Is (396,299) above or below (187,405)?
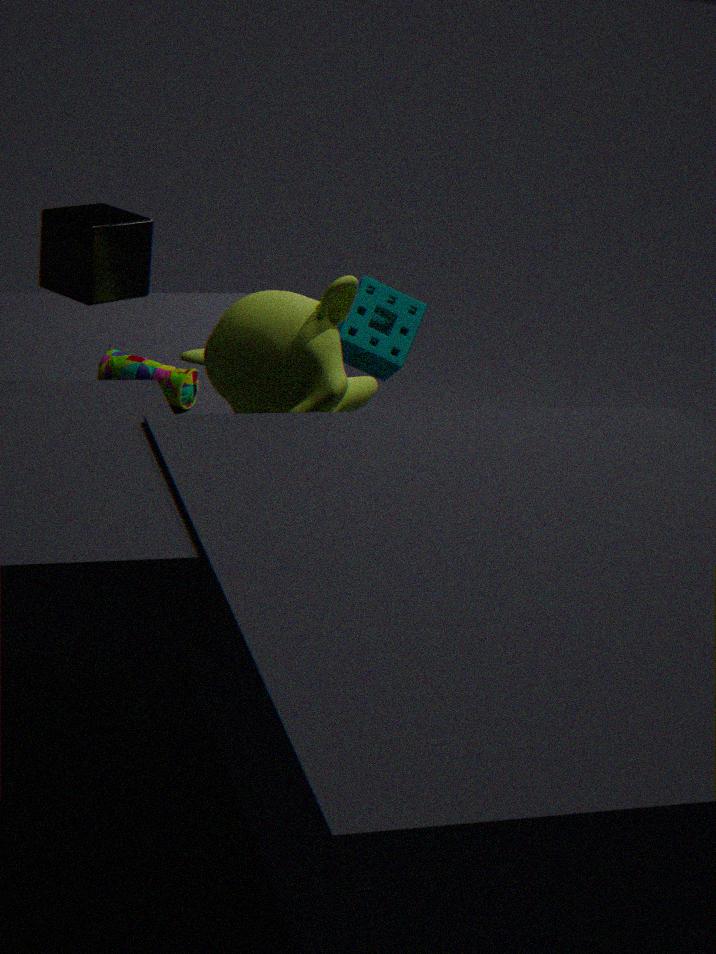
above
